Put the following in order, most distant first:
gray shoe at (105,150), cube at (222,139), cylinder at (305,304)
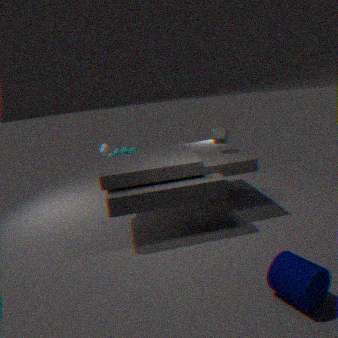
gray shoe at (105,150), cube at (222,139), cylinder at (305,304)
